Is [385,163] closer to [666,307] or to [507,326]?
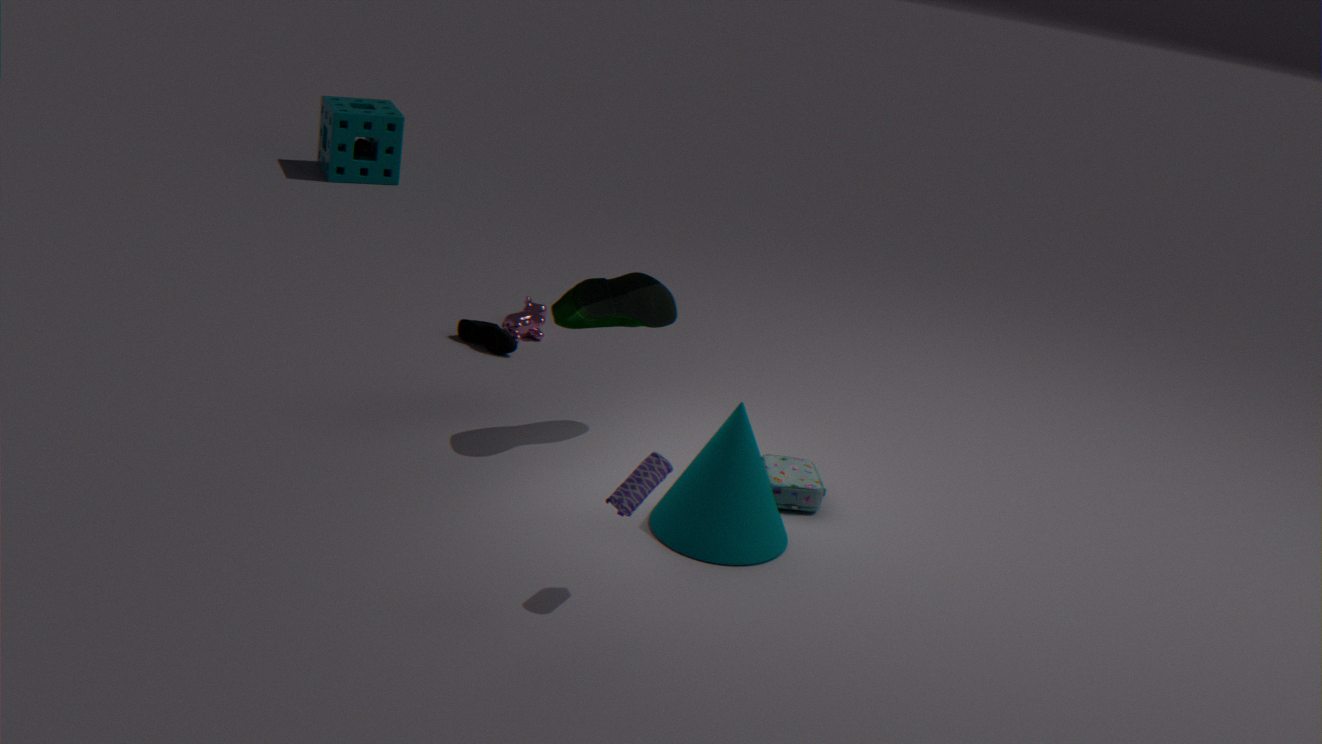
[507,326]
